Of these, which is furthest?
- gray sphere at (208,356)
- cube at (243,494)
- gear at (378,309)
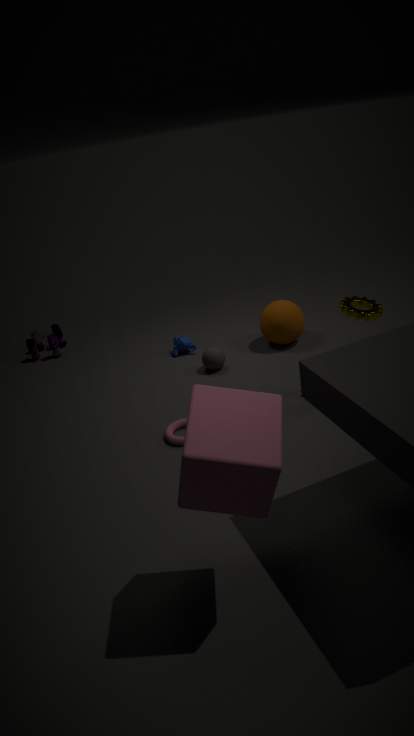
gray sphere at (208,356)
